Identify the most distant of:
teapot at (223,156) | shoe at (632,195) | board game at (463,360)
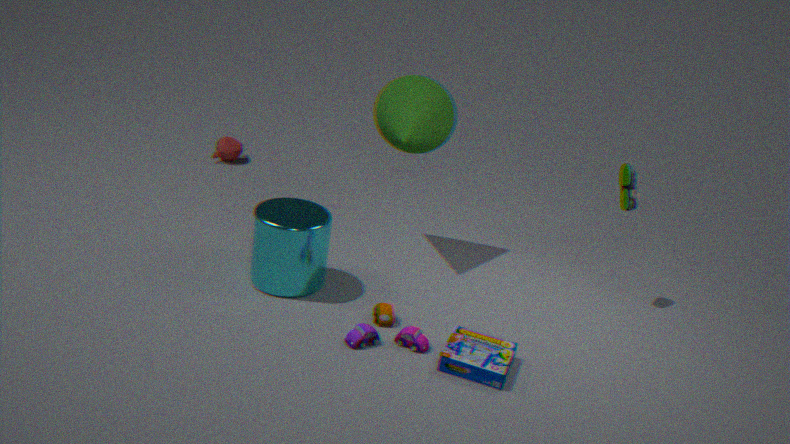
teapot at (223,156)
